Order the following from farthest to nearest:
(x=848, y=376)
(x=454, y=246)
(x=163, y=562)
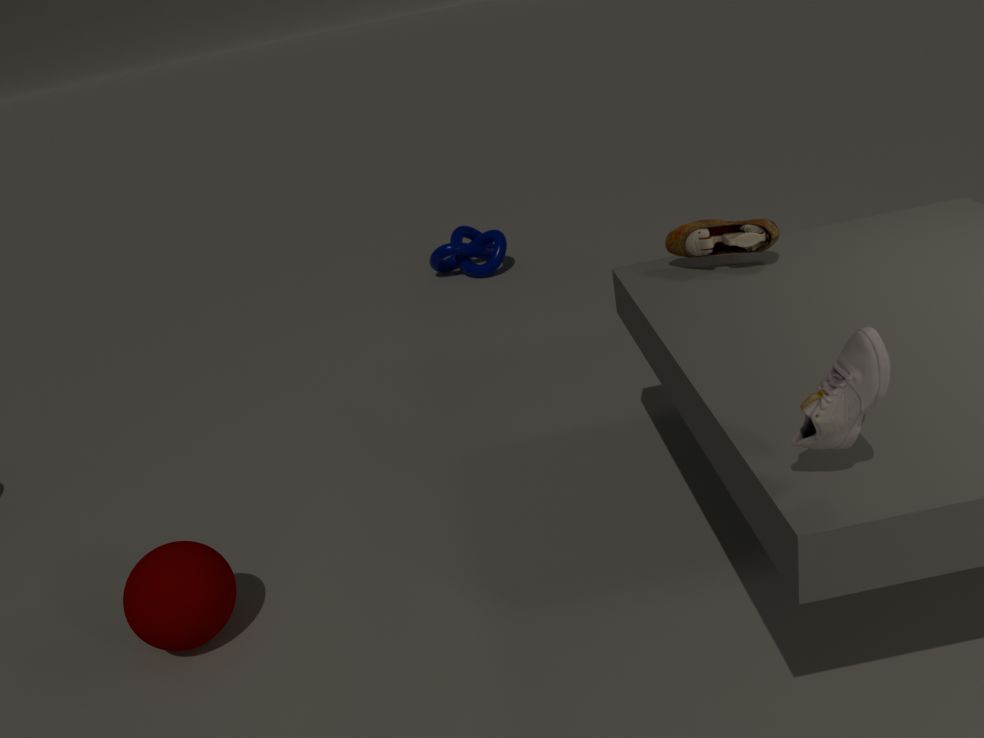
(x=454, y=246) → (x=163, y=562) → (x=848, y=376)
